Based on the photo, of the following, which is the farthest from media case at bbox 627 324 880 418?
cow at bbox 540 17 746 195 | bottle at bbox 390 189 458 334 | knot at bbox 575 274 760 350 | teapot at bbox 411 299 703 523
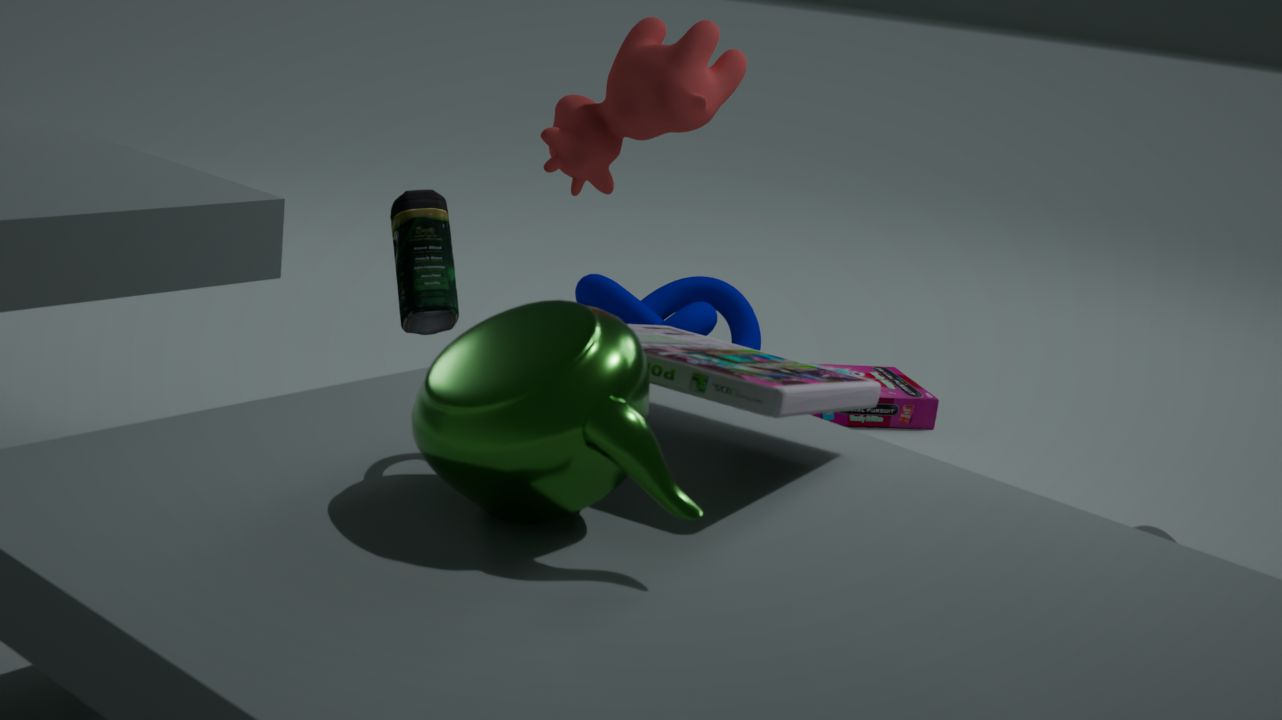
knot at bbox 575 274 760 350
